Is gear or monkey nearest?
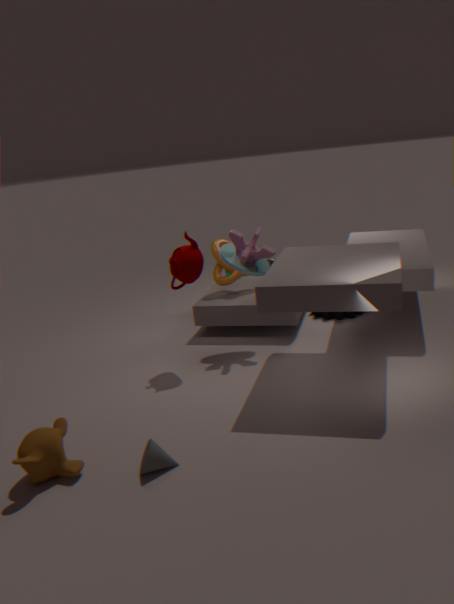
monkey
